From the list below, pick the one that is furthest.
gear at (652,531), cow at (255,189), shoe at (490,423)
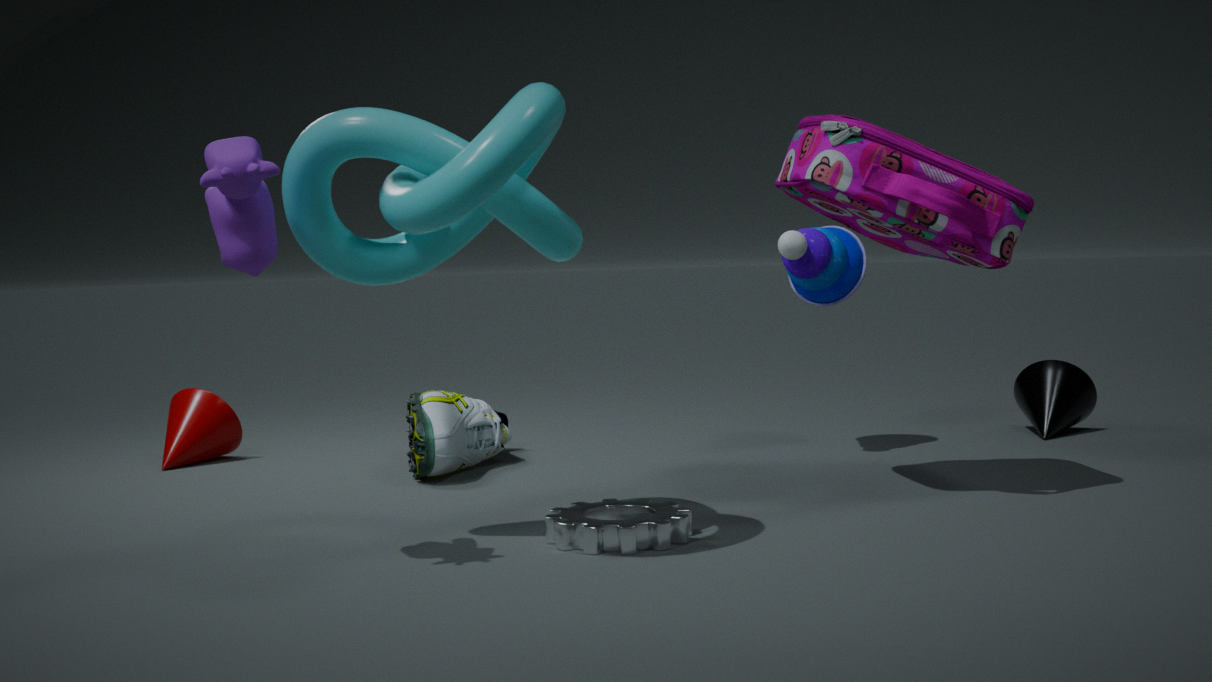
shoe at (490,423)
